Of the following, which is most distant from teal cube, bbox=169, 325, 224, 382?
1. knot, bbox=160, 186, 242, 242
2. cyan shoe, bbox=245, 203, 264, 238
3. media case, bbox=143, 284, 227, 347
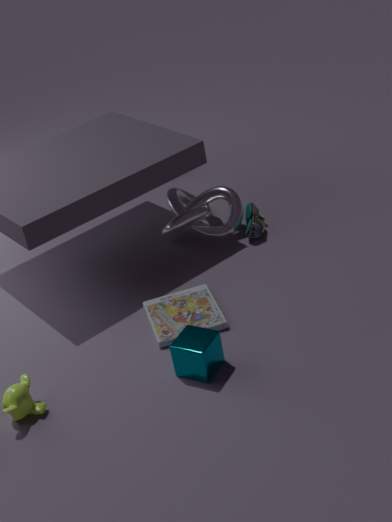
cyan shoe, bbox=245, 203, 264, 238
